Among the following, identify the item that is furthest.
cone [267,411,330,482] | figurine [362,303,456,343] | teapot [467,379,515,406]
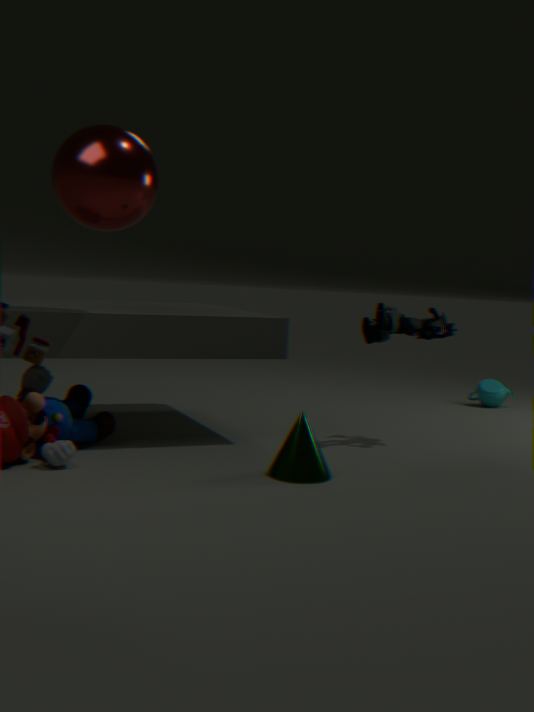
teapot [467,379,515,406]
